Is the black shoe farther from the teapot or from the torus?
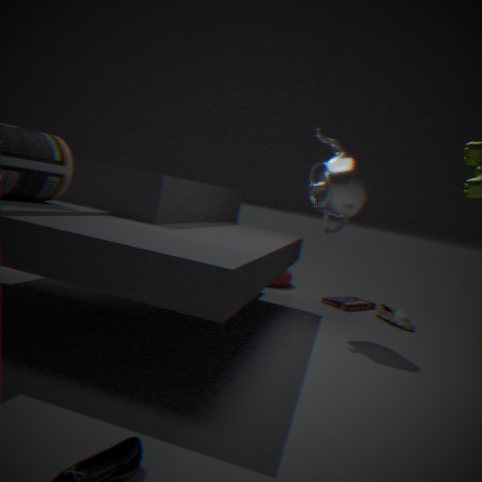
the teapot
